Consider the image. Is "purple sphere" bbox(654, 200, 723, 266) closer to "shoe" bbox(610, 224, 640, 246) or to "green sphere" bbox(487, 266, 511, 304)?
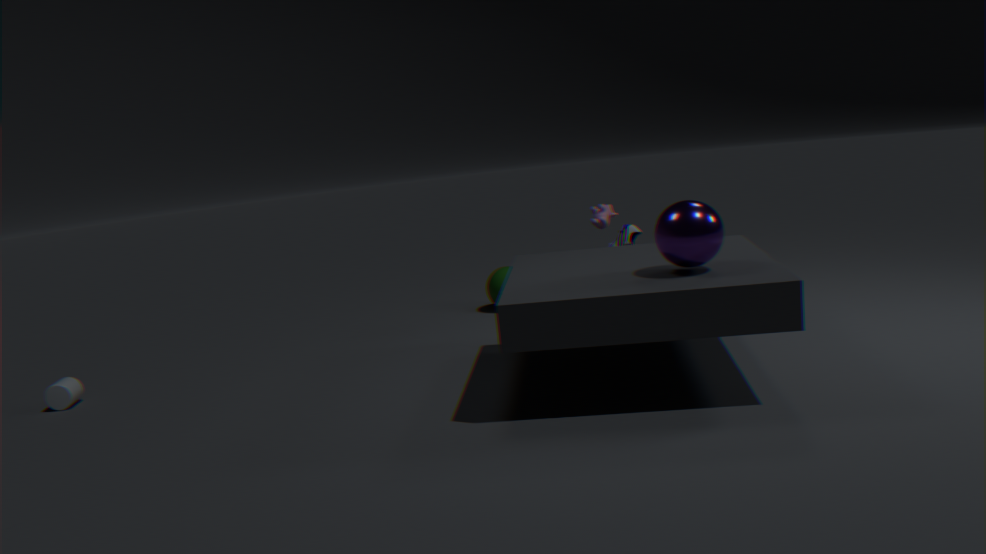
"shoe" bbox(610, 224, 640, 246)
